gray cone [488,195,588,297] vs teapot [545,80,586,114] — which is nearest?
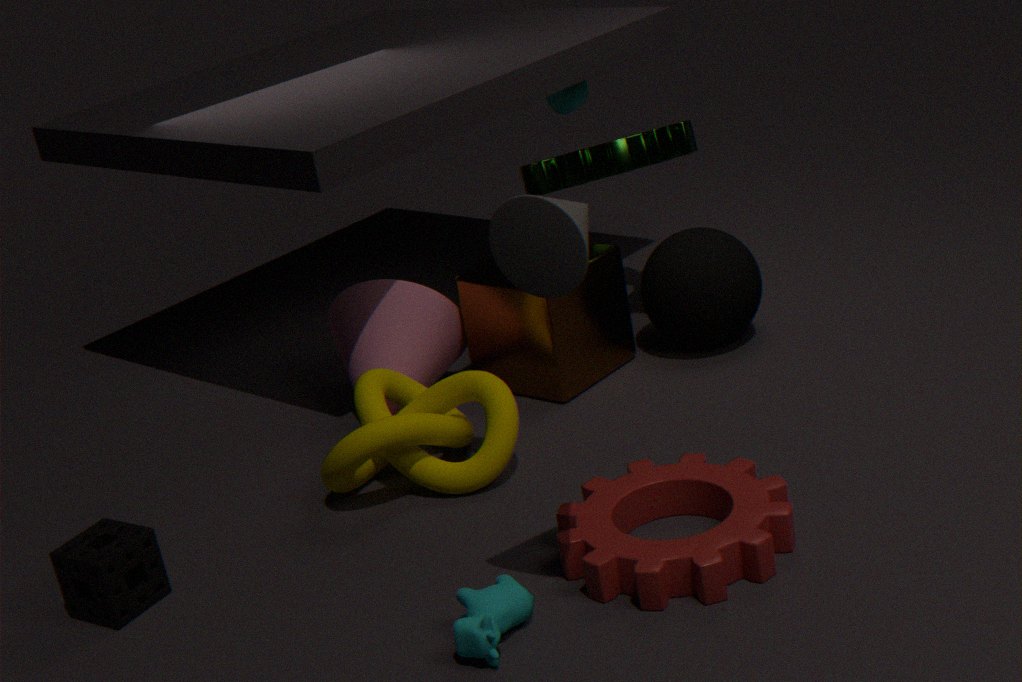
gray cone [488,195,588,297]
